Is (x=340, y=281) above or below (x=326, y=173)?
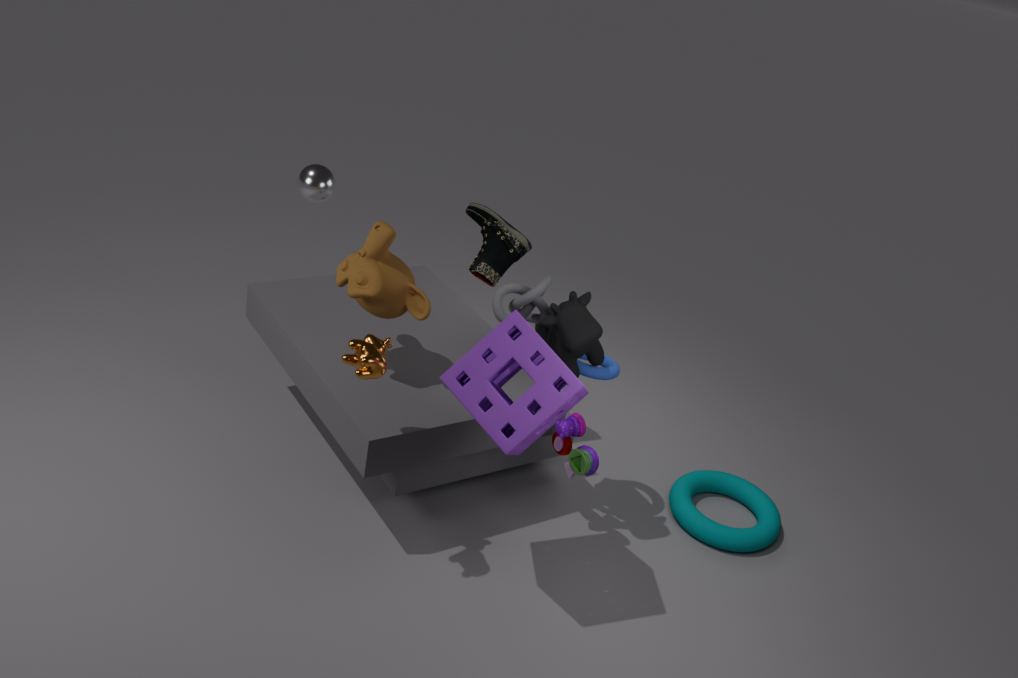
below
